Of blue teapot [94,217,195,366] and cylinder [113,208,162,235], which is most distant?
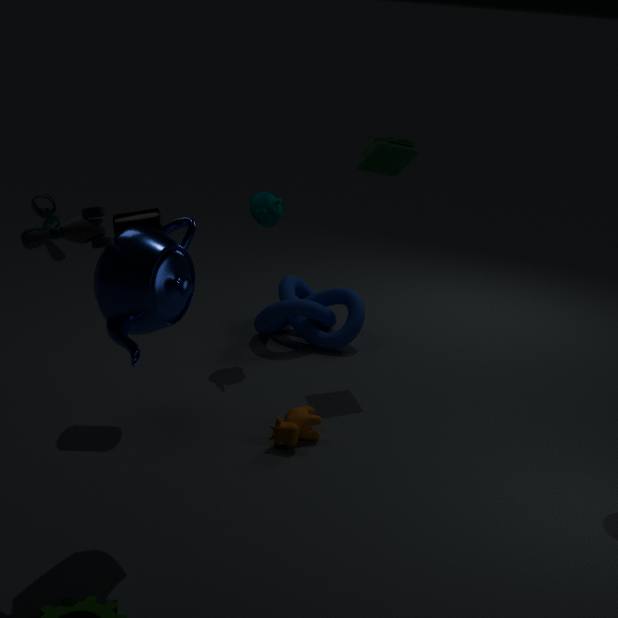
cylinder [113,208,162,235]
